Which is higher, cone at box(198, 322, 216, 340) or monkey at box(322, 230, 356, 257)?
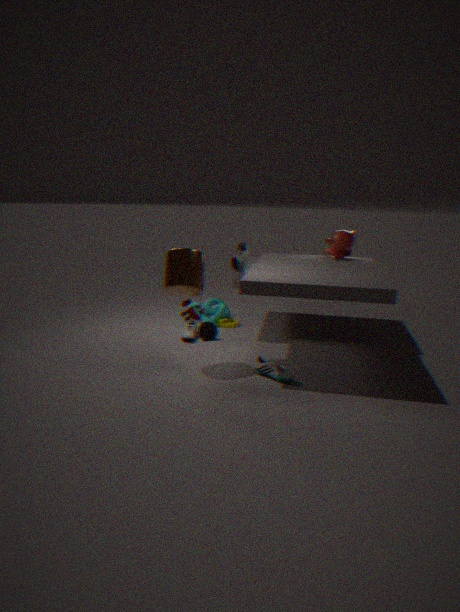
monkey at box(322, 230, 356, 257)
